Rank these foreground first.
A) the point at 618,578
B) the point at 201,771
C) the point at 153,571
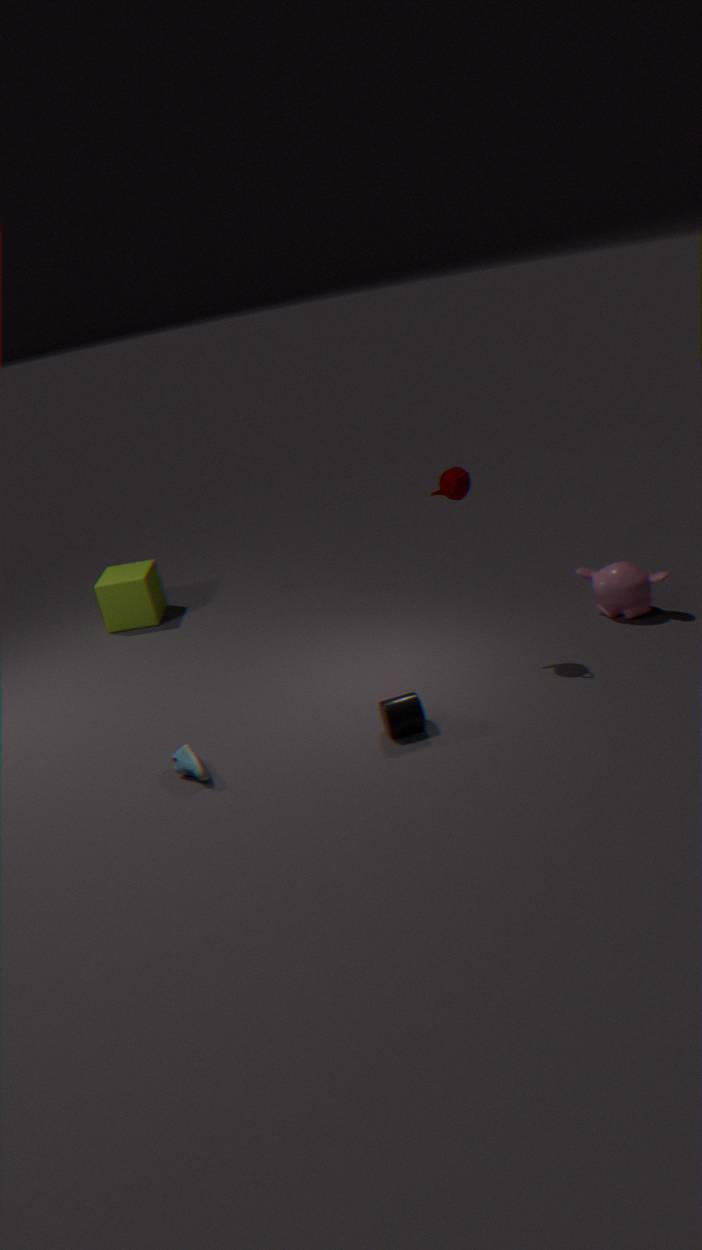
the point at 201,771 < the point at 618,578 < the point at 153,571
